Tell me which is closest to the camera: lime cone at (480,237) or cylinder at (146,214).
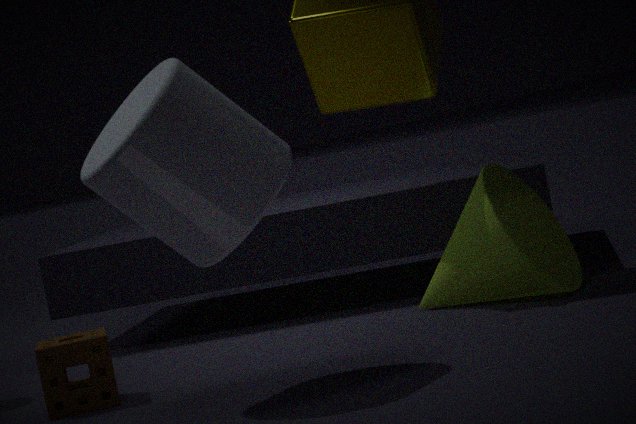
cylinder at (146,214)
